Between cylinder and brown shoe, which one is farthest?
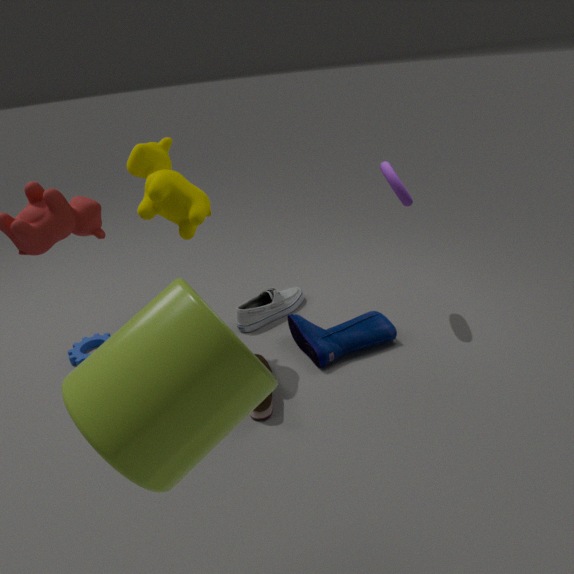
brown shoe
